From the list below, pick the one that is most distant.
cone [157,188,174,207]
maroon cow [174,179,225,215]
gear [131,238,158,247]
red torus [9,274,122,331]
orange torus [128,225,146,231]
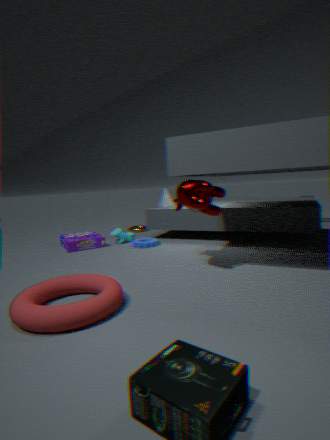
orange torus [128,225,146,231]
